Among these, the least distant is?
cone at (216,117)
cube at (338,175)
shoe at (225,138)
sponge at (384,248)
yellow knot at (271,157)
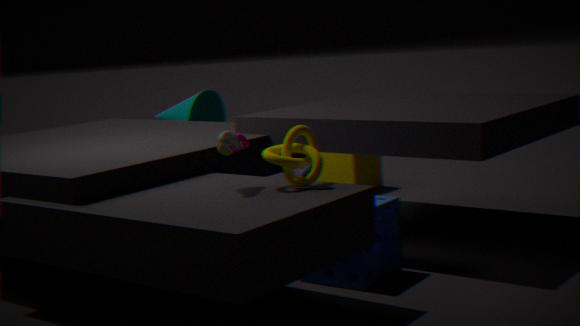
shoe at (225,138)
